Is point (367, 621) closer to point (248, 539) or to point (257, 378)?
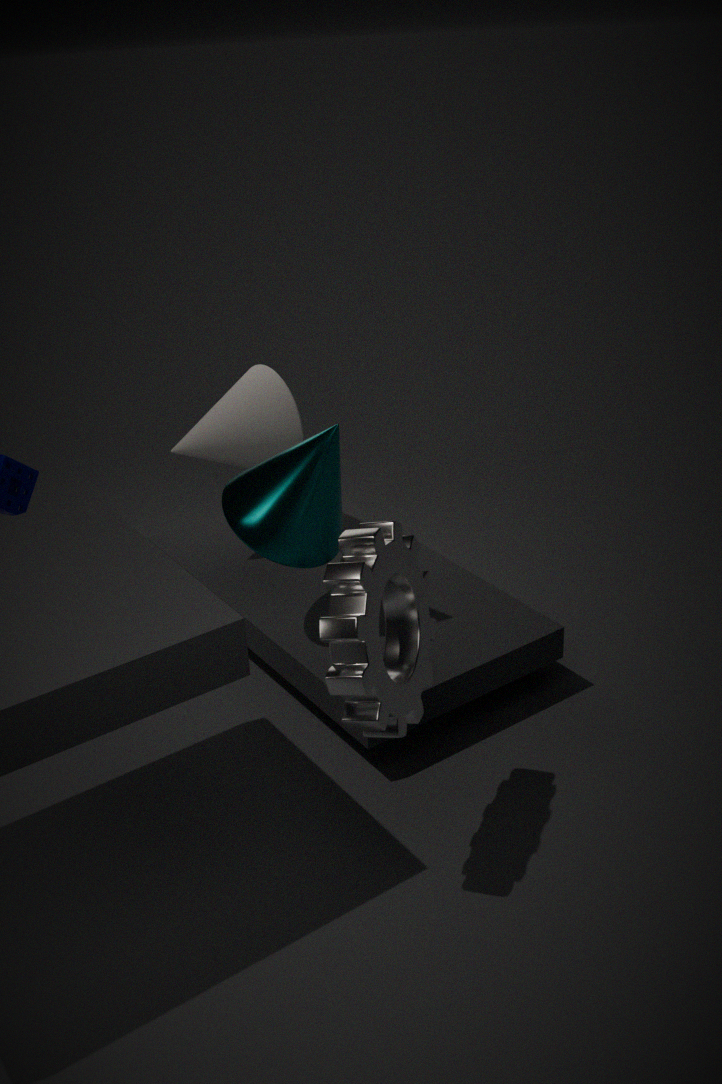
point (248, 539)
